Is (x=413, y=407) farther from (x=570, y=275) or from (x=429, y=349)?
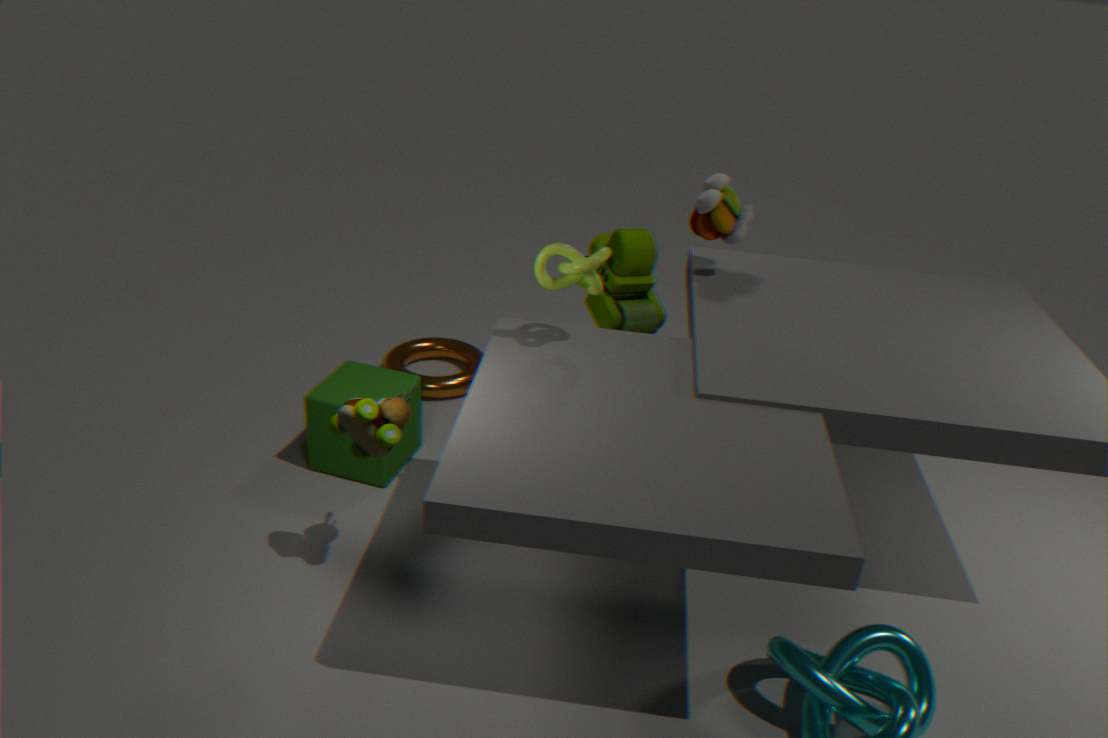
(x=570, y=275)
